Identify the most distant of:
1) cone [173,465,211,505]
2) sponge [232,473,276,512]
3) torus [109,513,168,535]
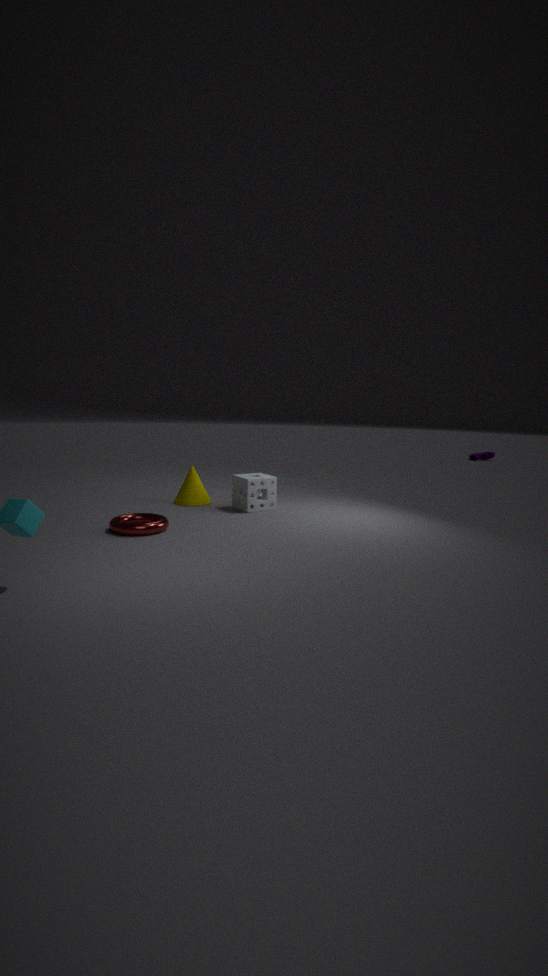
1. cone [173,465,211,505]
